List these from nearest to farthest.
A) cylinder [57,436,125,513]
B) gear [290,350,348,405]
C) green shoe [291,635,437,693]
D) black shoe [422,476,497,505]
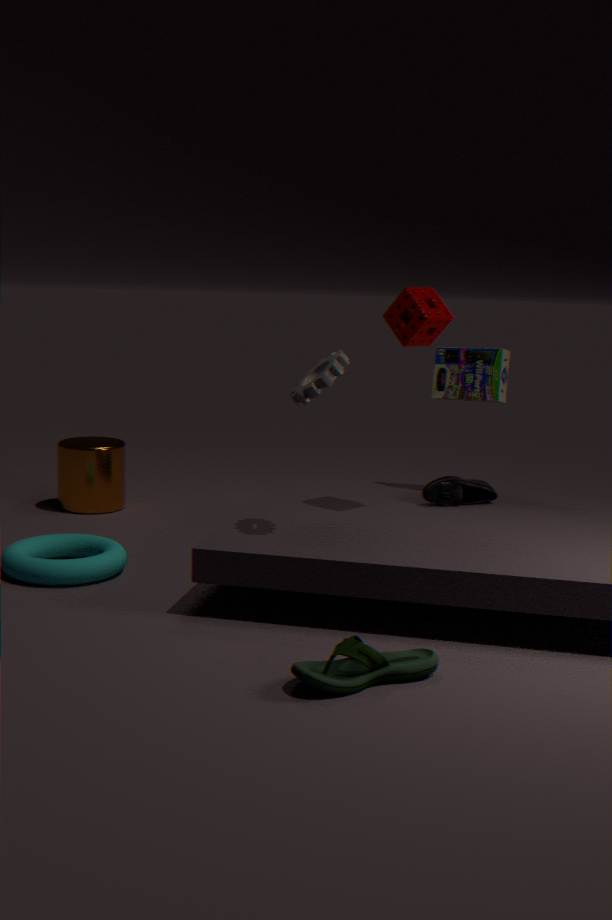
green shoe [291,635,437,693] → gear [290,350,348,405] → black shoe [422,476,497,505] → cylinder [57,436,125,513]
